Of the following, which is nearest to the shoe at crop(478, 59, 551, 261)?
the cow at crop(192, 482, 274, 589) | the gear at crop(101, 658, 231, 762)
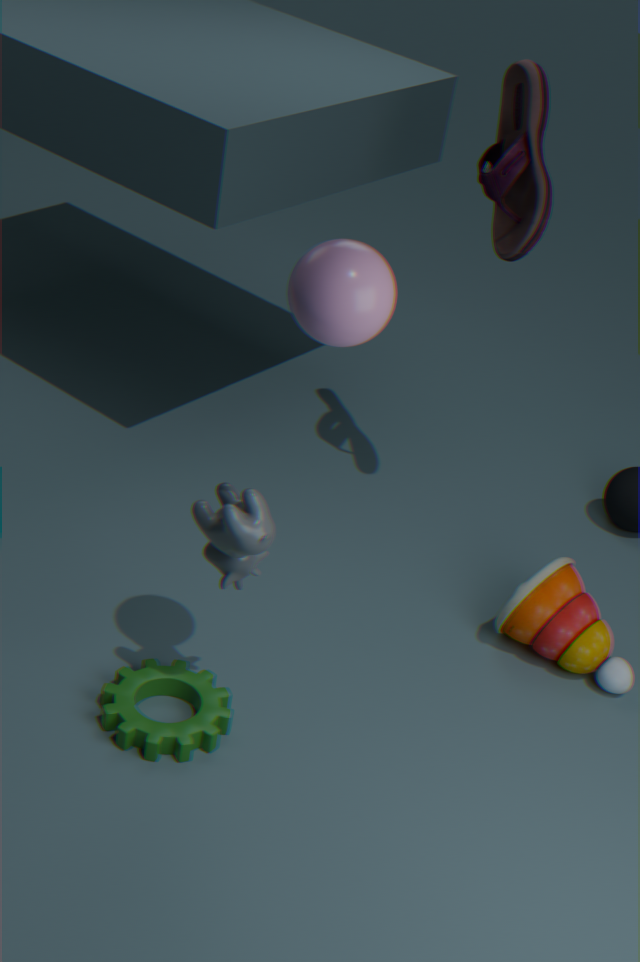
the cow at crop(192, 482, 274, 589)
